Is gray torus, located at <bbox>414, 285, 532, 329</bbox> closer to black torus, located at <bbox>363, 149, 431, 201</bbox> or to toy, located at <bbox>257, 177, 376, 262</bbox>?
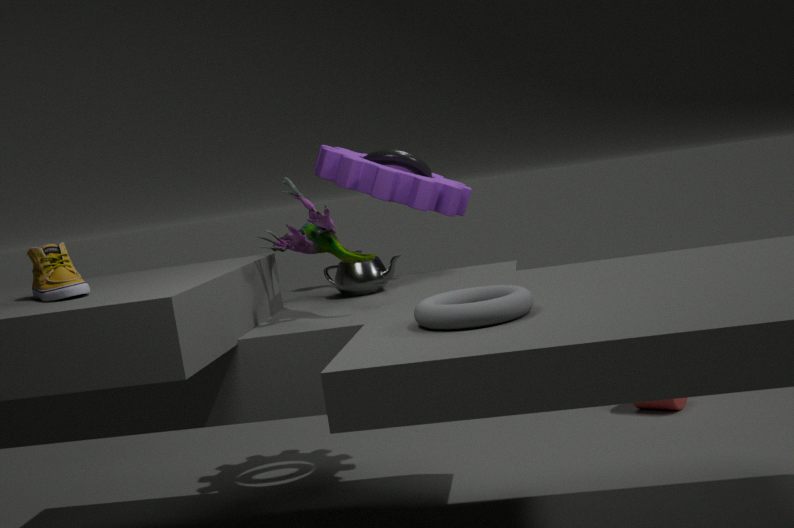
toy, located at <bbox>257, 177, 376, 262</bbox>
